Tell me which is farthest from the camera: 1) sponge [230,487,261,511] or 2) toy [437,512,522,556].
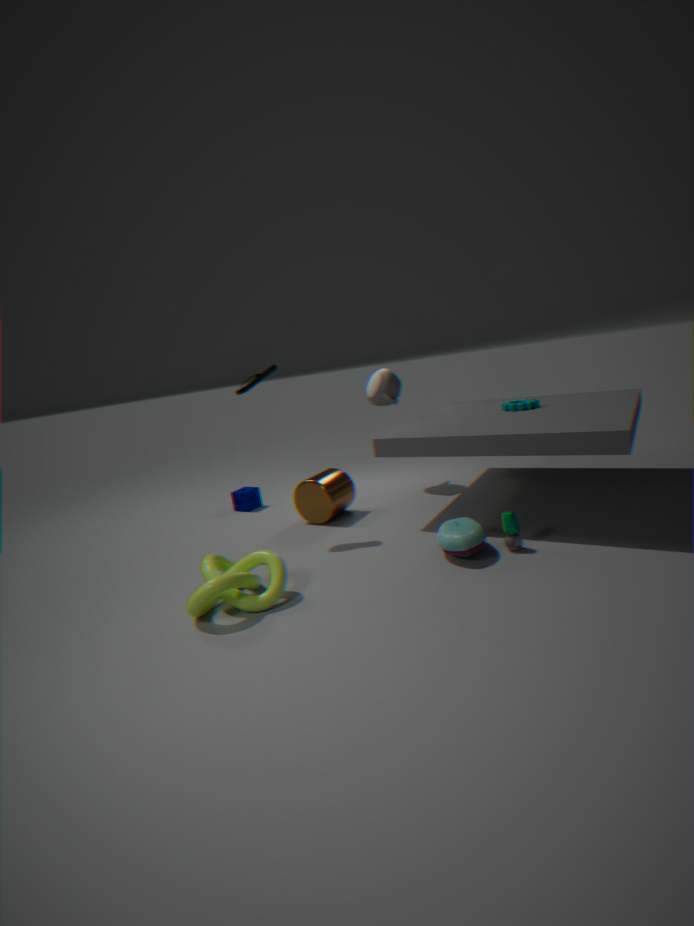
1. sponge [230,487,261,511]
